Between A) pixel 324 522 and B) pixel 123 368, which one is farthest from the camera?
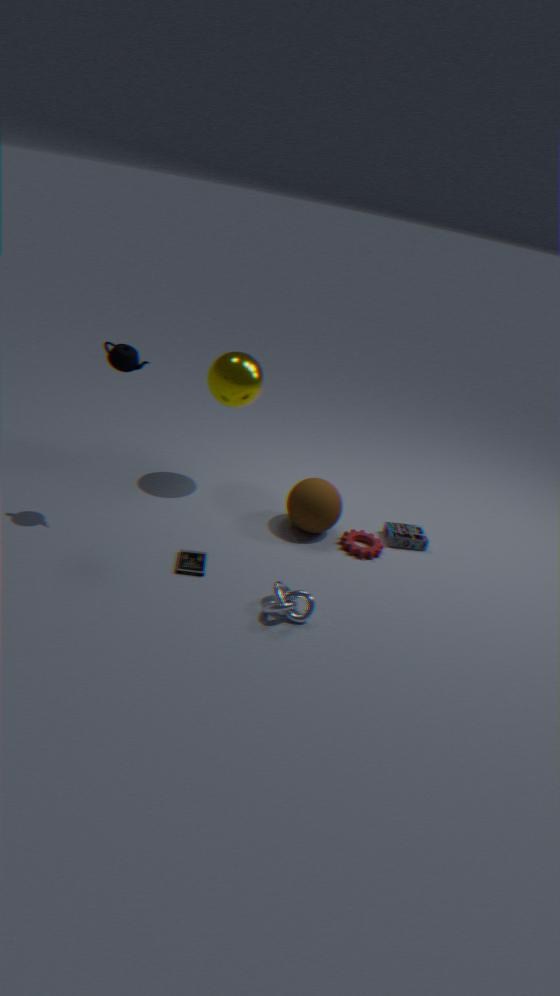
A. pixel 324 522
